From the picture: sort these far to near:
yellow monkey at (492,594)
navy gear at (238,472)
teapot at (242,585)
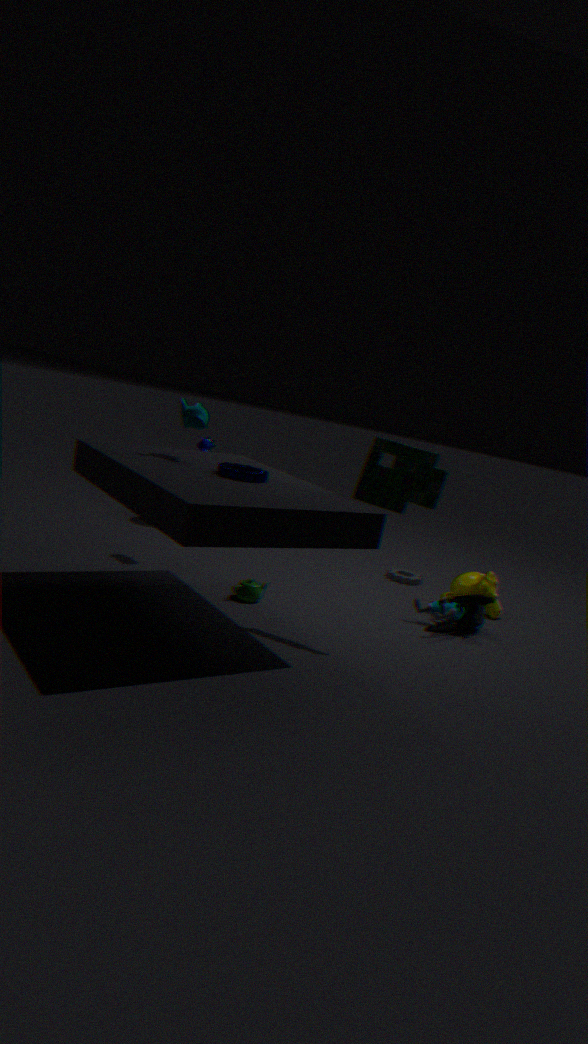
yellow monkey at (492,594)
teapot at (242,585)
navy gear at (238,472)
